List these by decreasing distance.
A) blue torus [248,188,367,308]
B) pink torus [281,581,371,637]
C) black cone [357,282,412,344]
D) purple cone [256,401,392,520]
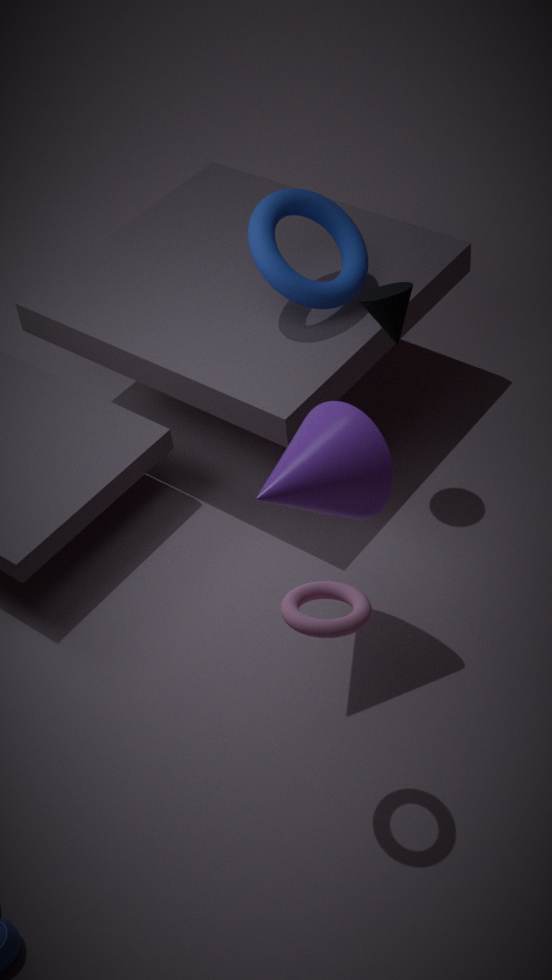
blue torus [248,188,367,308]
black cone [357,282,412,344]
purple cone [256,401,392,520]
pink torus [281,581,371,637]
